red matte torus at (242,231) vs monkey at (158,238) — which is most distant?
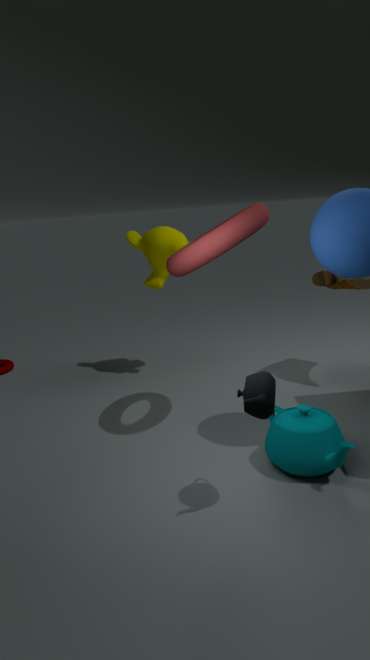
monkey at (158,238)
